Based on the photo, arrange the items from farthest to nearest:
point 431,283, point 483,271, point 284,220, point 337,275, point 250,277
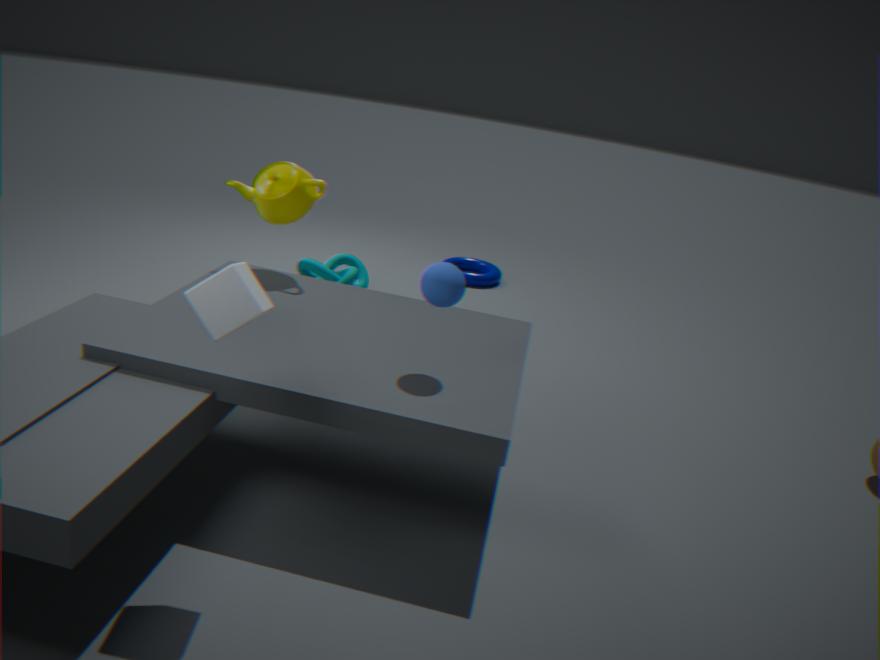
1. point 483,271
2. point 337,275
3. point 284,220
4. point 431,283
5. point 250,277
